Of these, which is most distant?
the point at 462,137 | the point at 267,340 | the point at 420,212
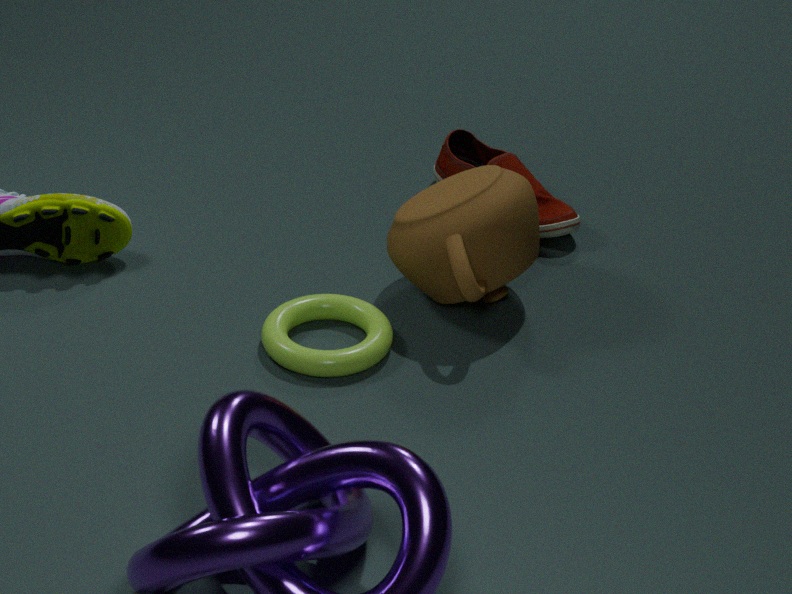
the point at 462,137
